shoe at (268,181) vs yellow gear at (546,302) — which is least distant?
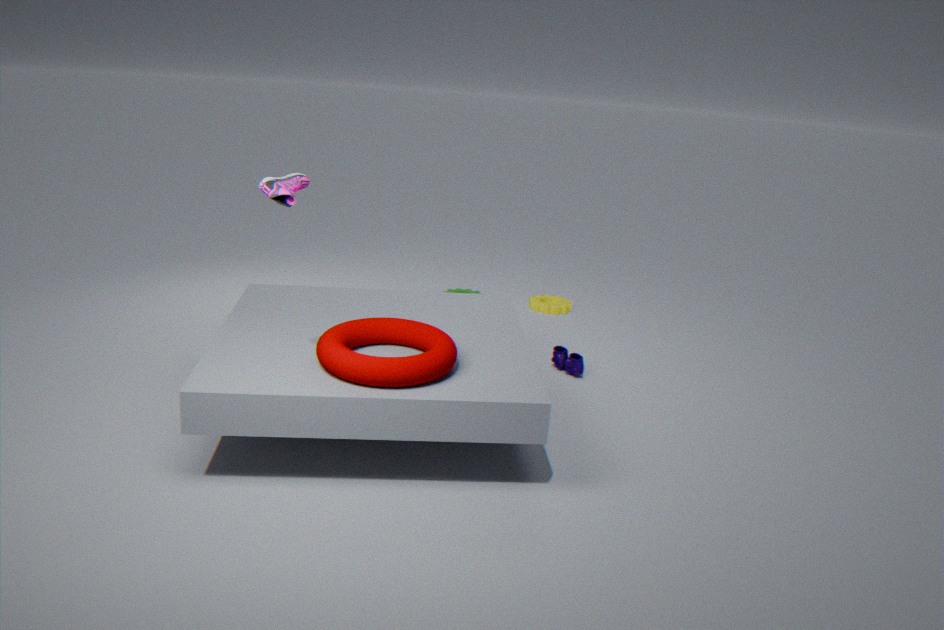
shoe at (268,181)
